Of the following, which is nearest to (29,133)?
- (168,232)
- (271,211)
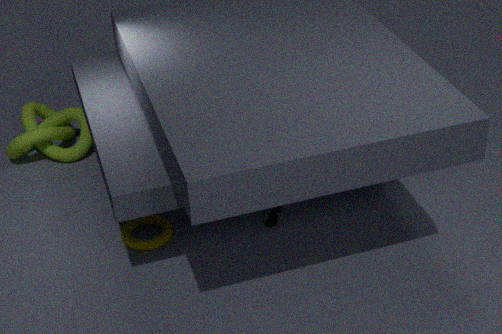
(168,232)
